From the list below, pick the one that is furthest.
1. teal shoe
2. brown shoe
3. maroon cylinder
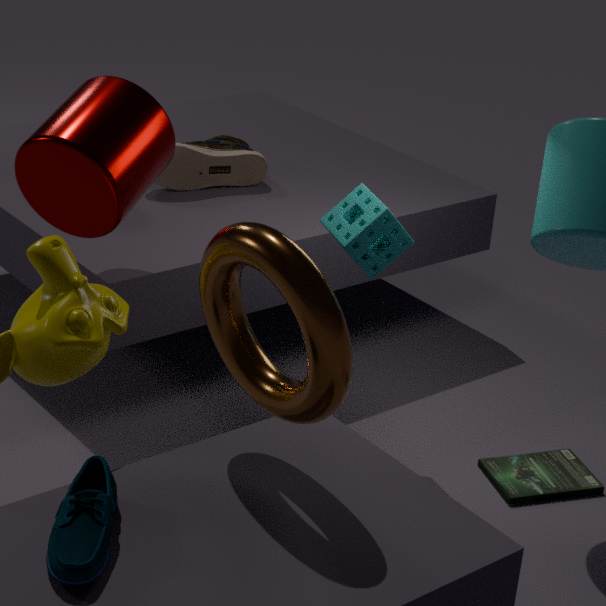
brown shoe
